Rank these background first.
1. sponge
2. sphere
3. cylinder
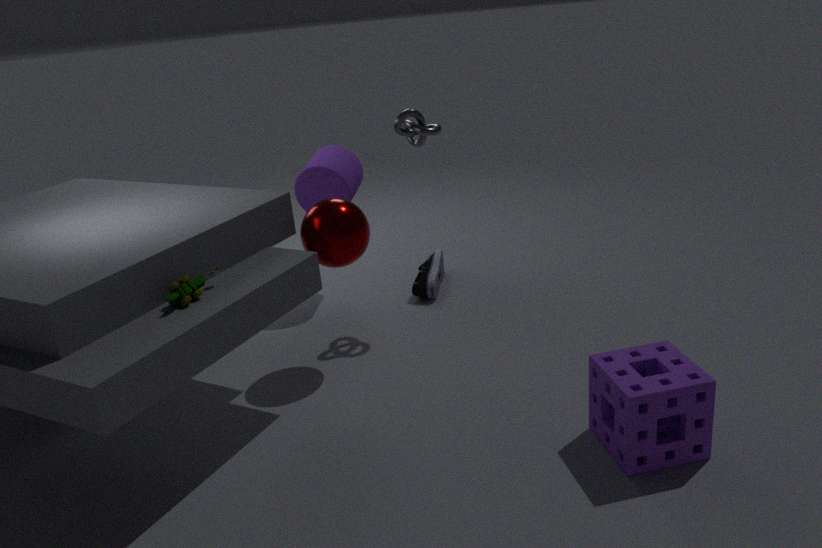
cylinder < sphere < sponge
